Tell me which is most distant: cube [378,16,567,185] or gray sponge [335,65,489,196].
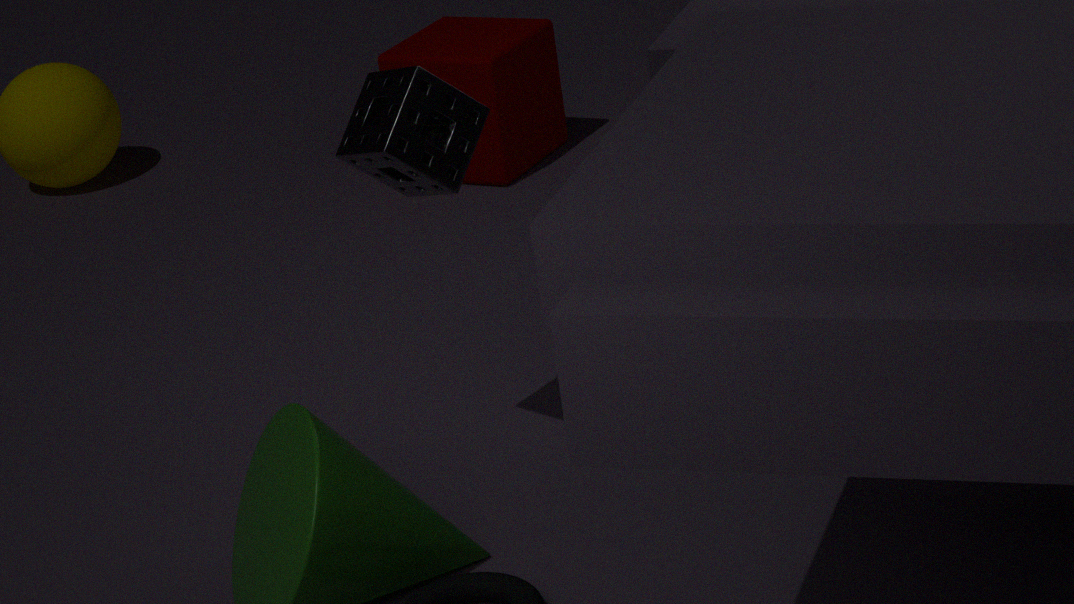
cube [378,16,567,185]
